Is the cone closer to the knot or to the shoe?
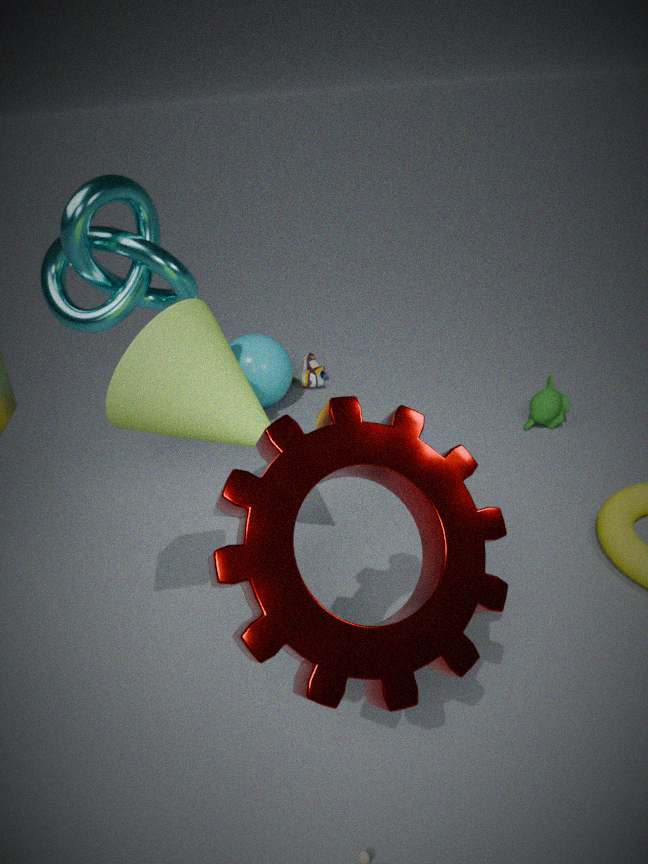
the knot
